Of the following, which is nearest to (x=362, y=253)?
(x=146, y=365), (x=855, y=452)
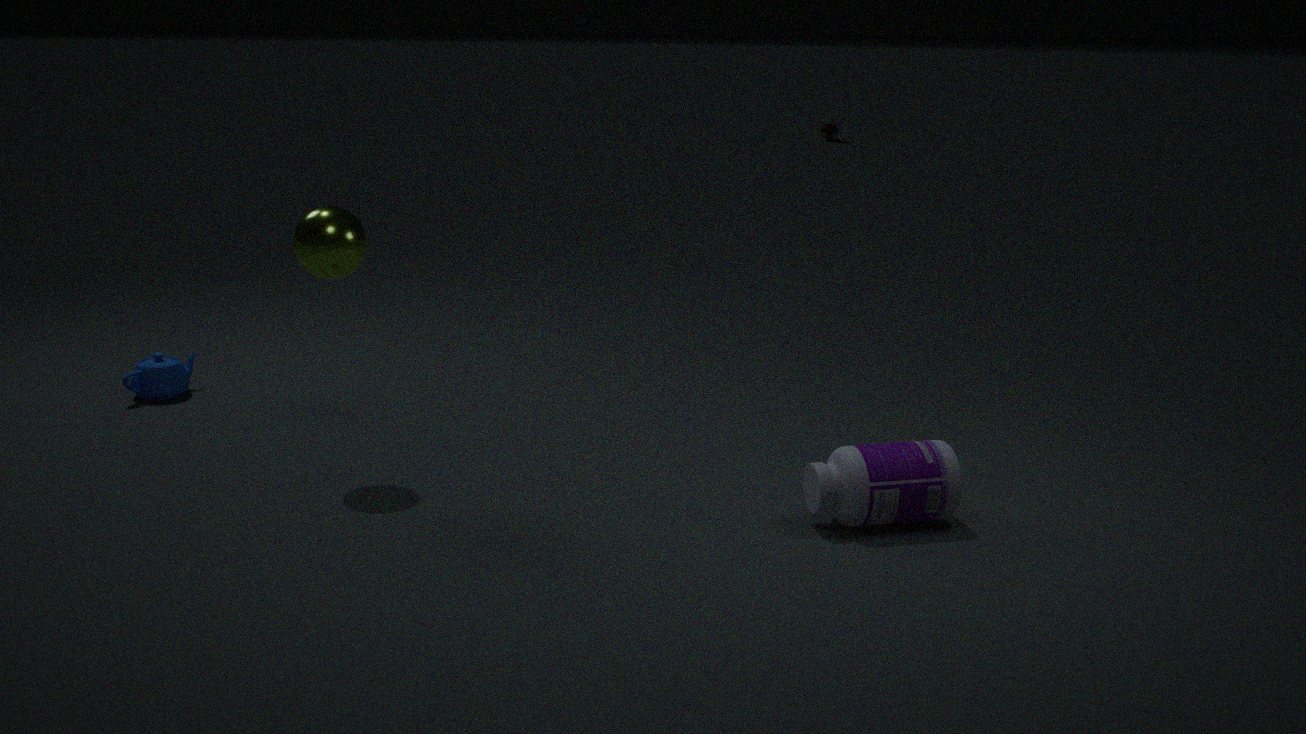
(x=146, y=365)
